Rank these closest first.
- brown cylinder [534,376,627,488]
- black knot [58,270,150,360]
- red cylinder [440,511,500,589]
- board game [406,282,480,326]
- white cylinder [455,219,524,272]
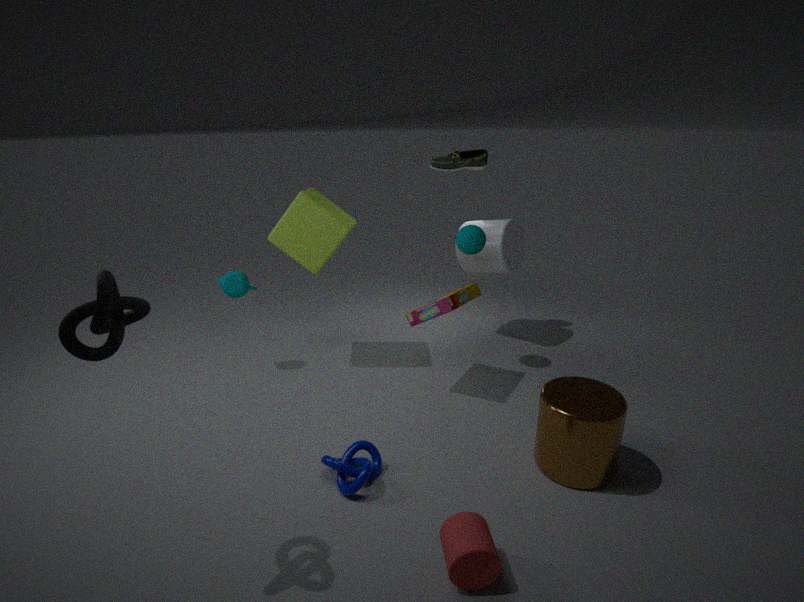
black knot [58,270,150,360] < red cylinder [440,511,500,589] < brown cylinder [534,376,627,488] < board game [406,282,480,326] < white cylinder [455,219,524,272]
